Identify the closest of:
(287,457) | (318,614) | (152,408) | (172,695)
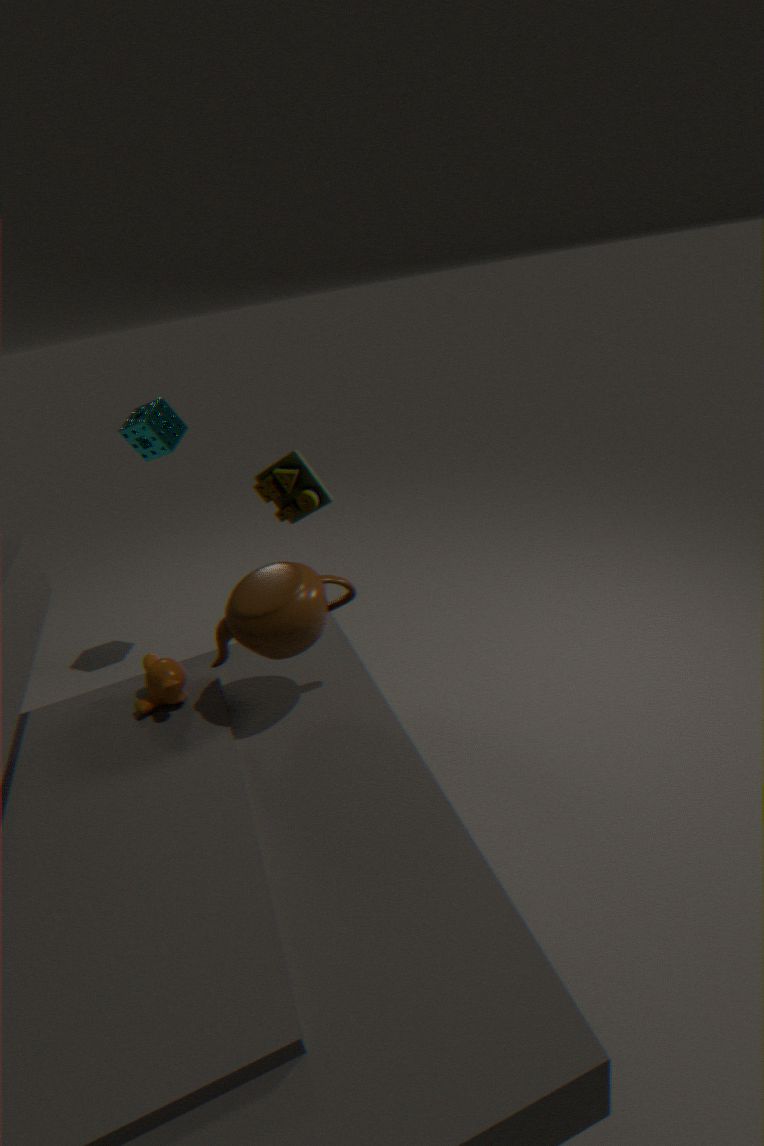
(318,614)
